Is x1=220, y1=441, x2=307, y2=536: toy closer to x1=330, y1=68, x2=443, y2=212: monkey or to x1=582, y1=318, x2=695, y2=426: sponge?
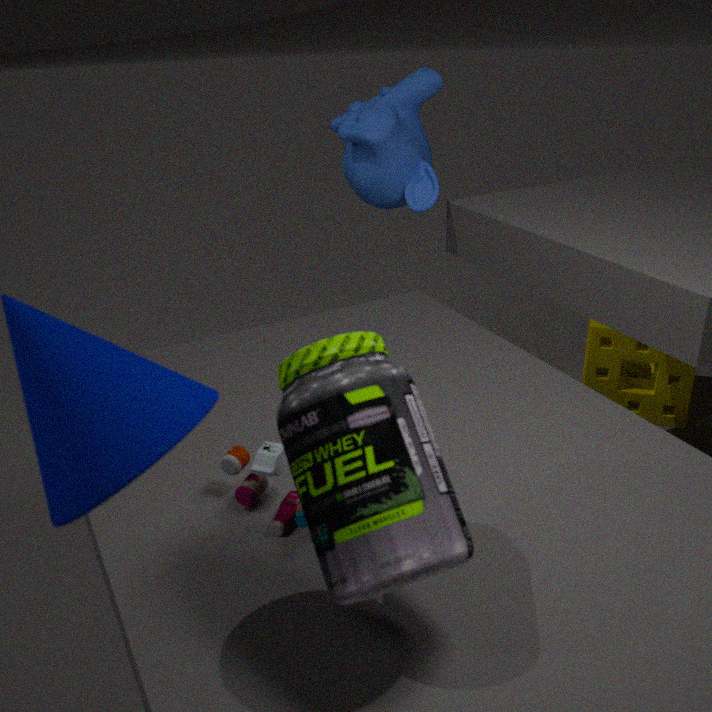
x1=330, y1=68, x2=443, y2=212: monkey
